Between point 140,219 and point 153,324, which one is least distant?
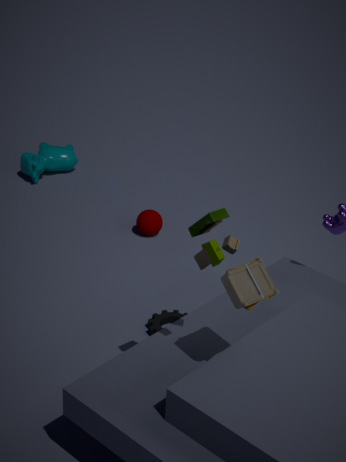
point 153,324
